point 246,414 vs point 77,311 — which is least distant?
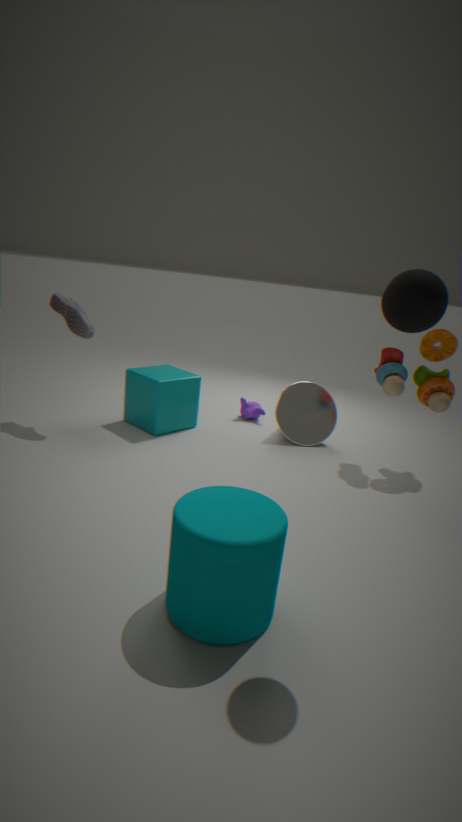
point 77,311
